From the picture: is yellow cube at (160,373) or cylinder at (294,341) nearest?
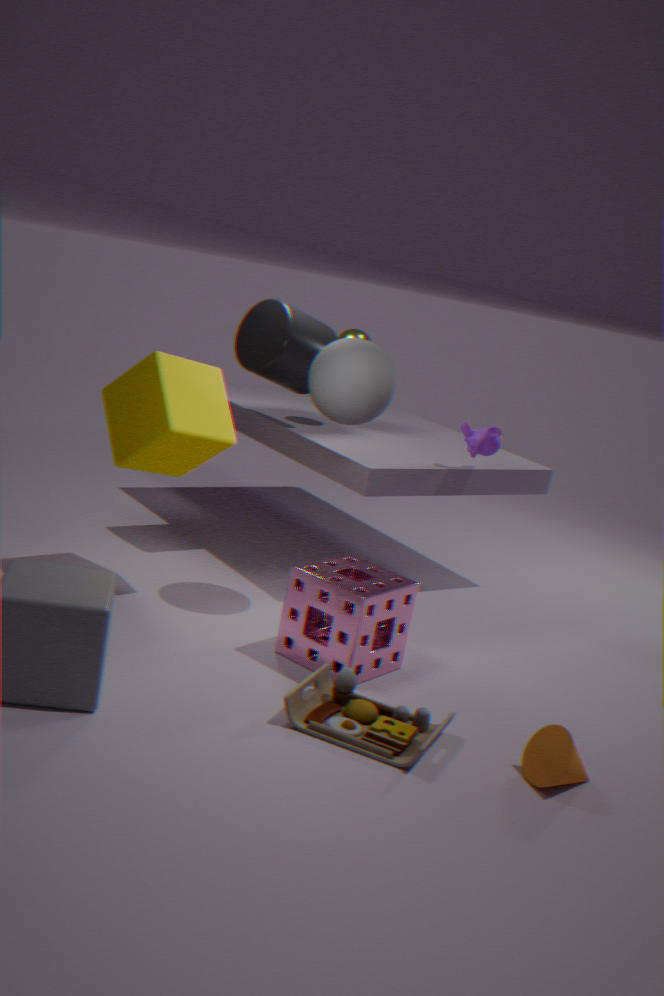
yellow cube at (160,373)
